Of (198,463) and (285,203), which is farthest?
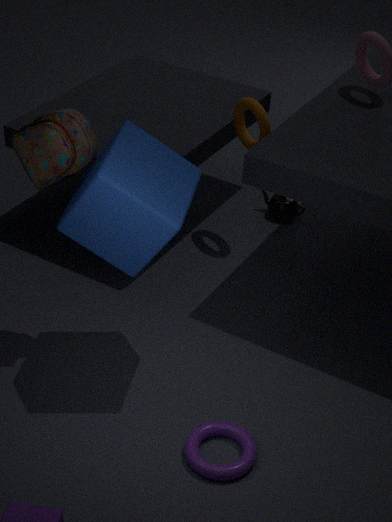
(285,203)
